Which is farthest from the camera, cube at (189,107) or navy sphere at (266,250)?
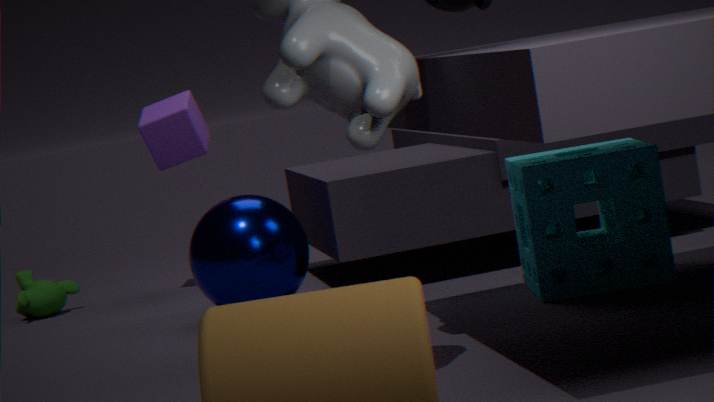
cube at (189,107)
